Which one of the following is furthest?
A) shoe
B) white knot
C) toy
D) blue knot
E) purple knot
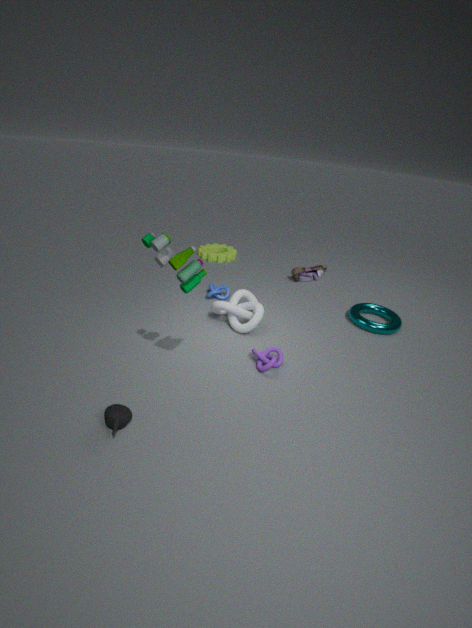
shoe
